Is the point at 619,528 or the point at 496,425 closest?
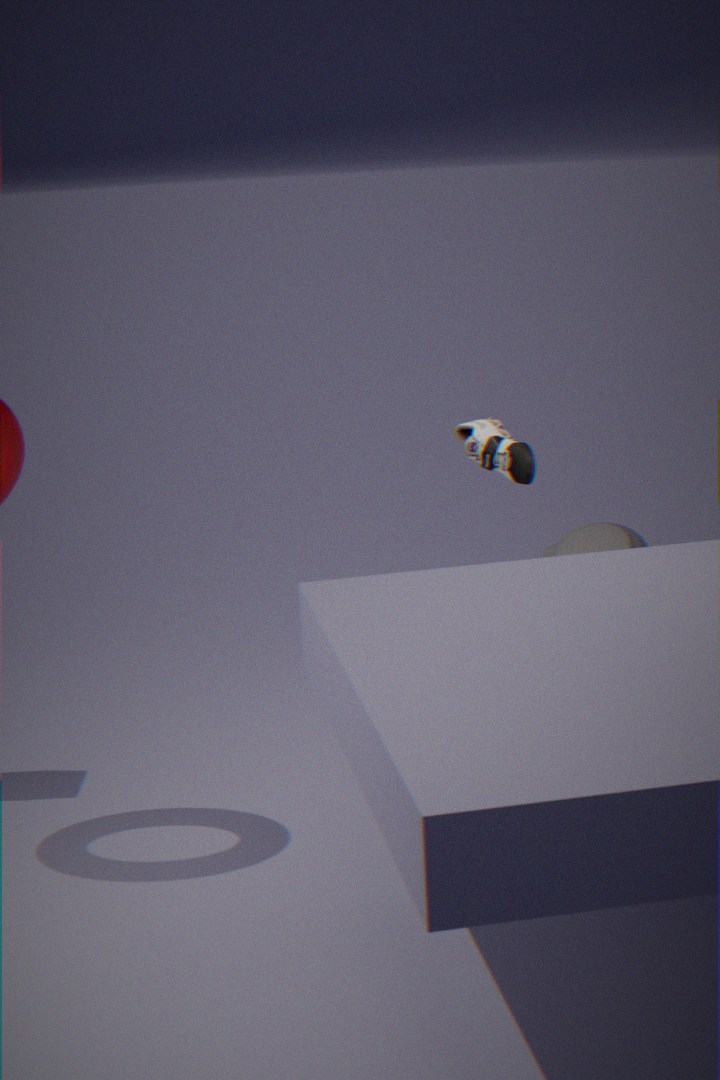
the point at 496,425
